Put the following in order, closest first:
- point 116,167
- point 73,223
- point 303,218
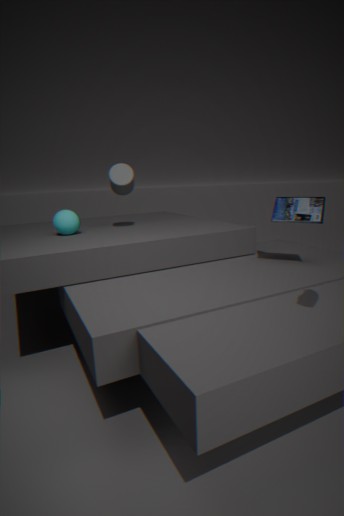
1. point 303,218
2. point 73,223
3. point 116,167
